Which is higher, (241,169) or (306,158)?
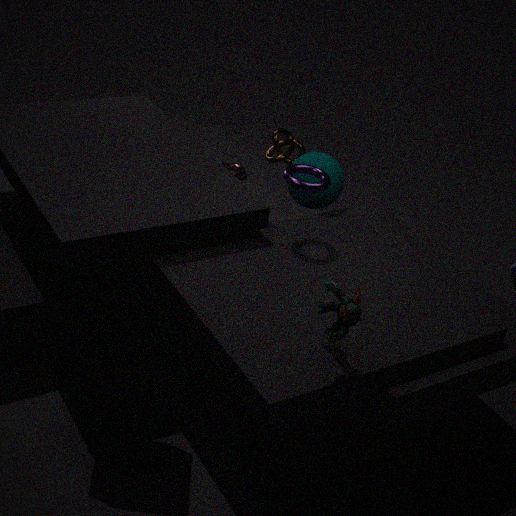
(306,158)
